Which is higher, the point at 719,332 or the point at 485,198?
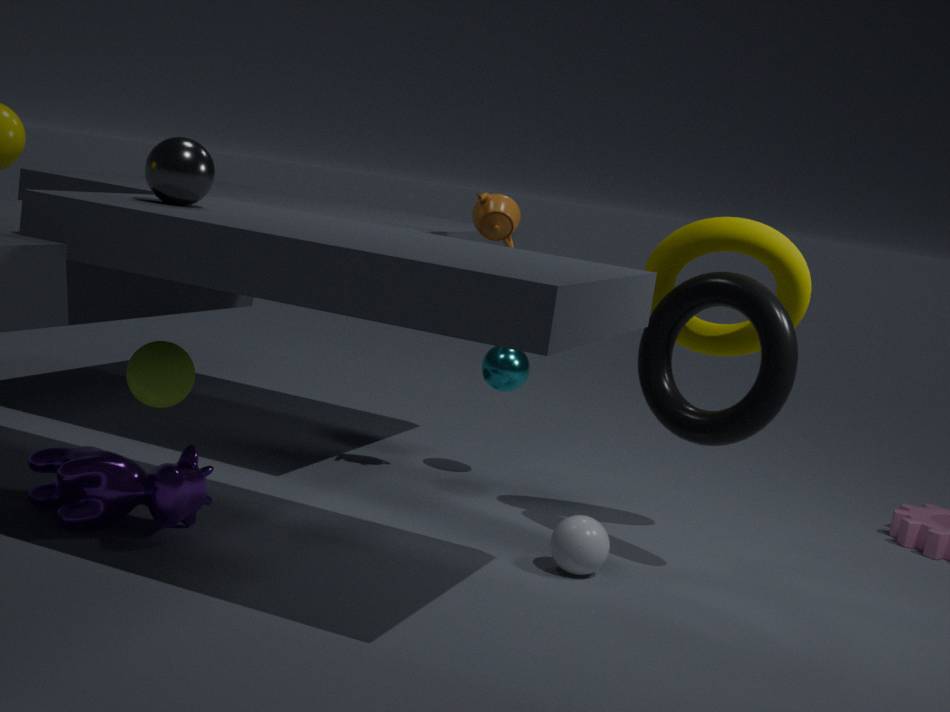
the point at 485,198
